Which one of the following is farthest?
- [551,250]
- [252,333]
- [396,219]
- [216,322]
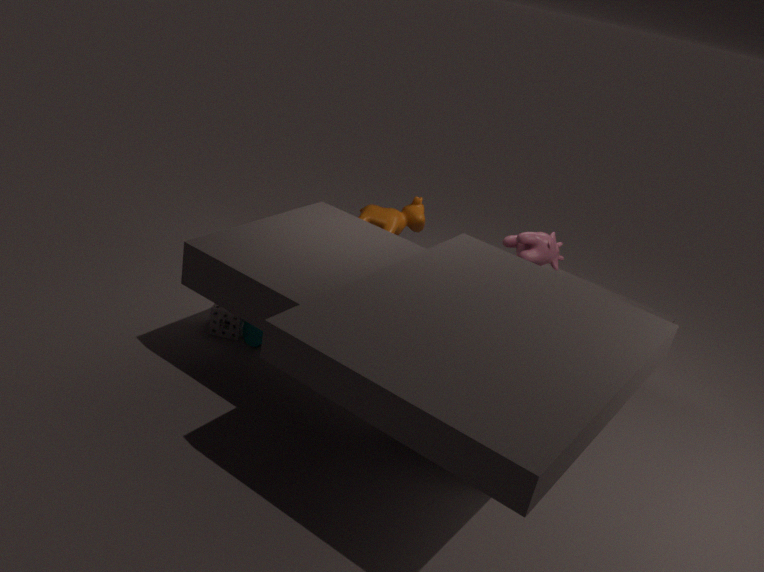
[396,219]
